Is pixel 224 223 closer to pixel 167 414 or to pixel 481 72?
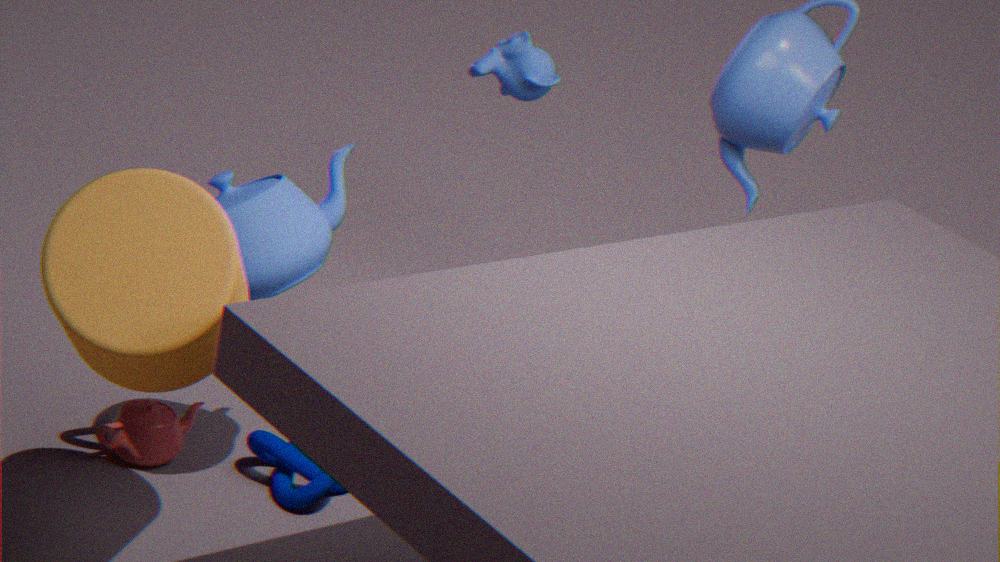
pixel 167 414
